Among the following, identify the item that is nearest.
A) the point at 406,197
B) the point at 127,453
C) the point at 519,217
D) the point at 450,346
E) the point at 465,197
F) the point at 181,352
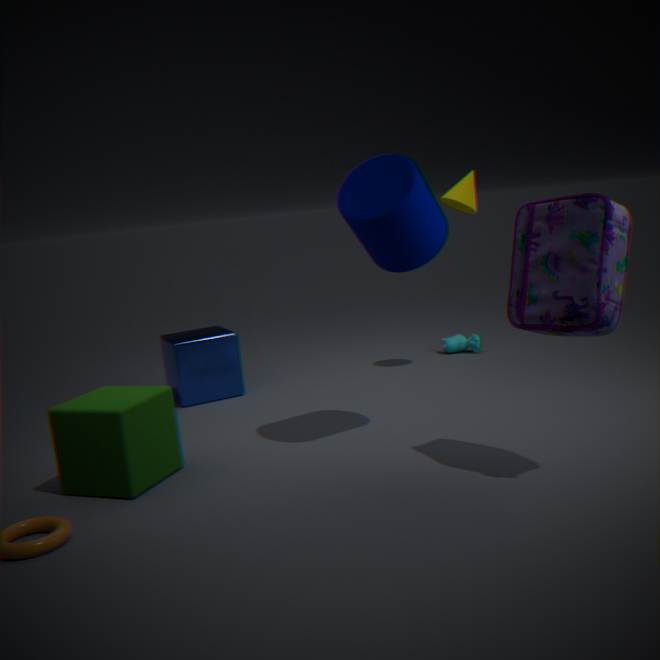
the point at 519,217
